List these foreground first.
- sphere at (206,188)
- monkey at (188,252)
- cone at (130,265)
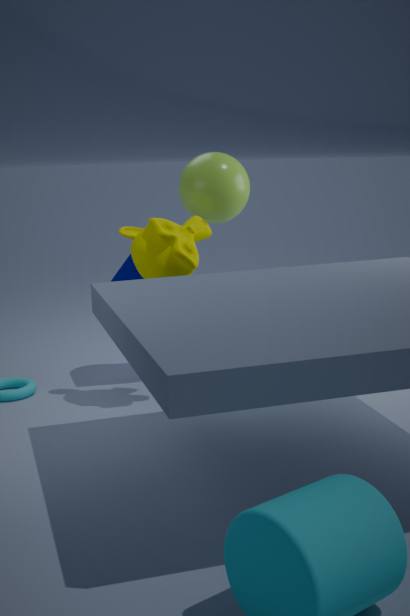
monkey at (188,252), sphere at (206,188), cone at (130,265)
